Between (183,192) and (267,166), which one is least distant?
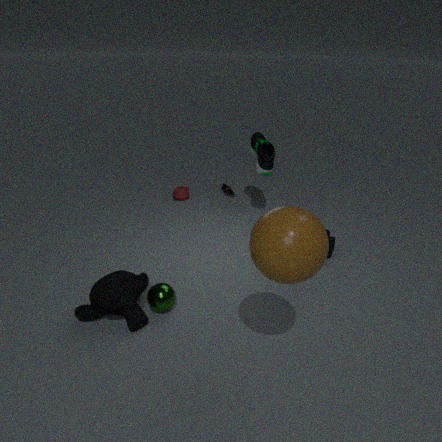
(267,166)
